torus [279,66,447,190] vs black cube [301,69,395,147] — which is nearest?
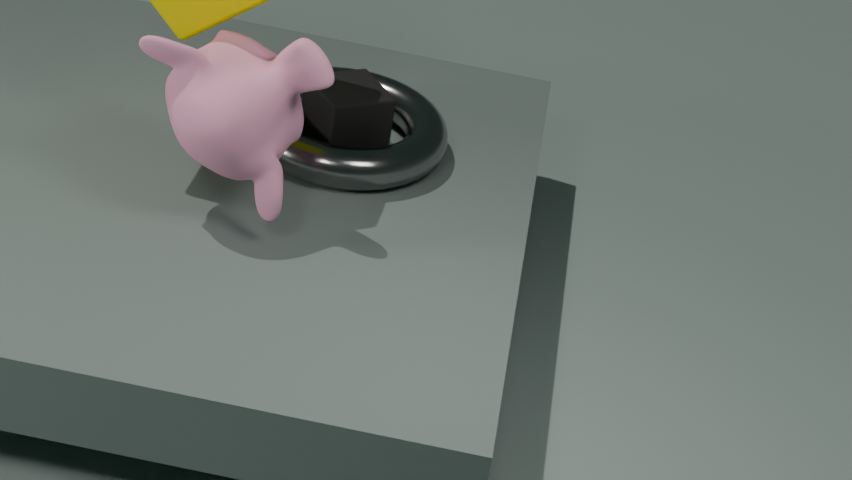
torus [279,66,447,190]
